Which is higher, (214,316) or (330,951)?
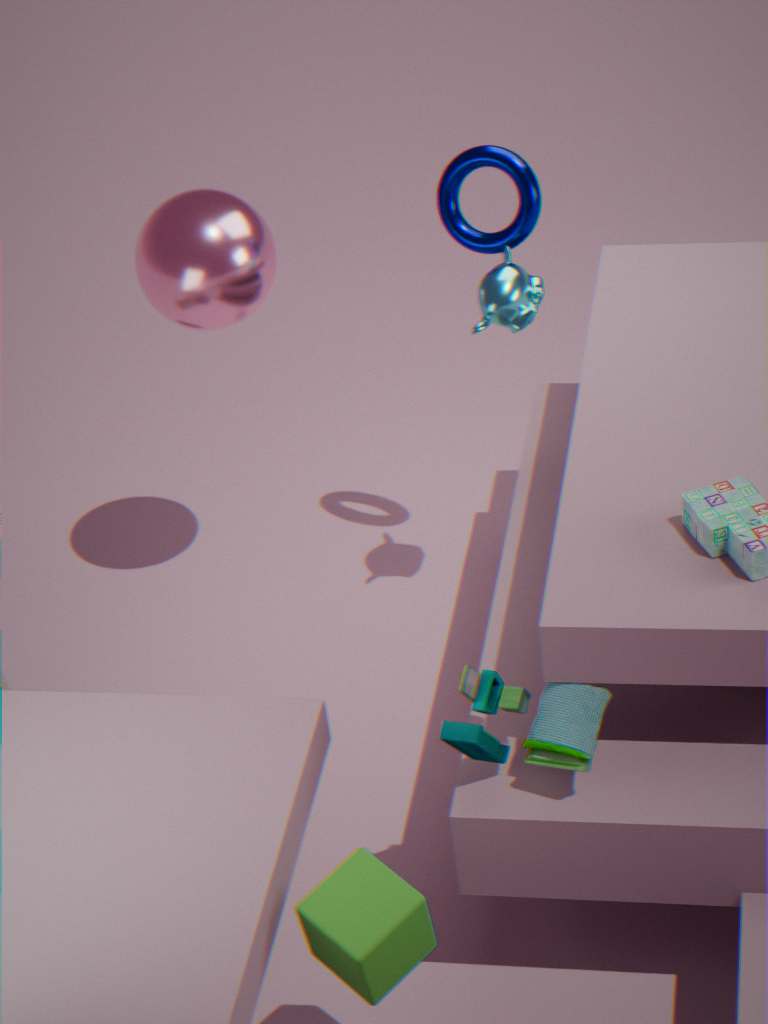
(214,316)
